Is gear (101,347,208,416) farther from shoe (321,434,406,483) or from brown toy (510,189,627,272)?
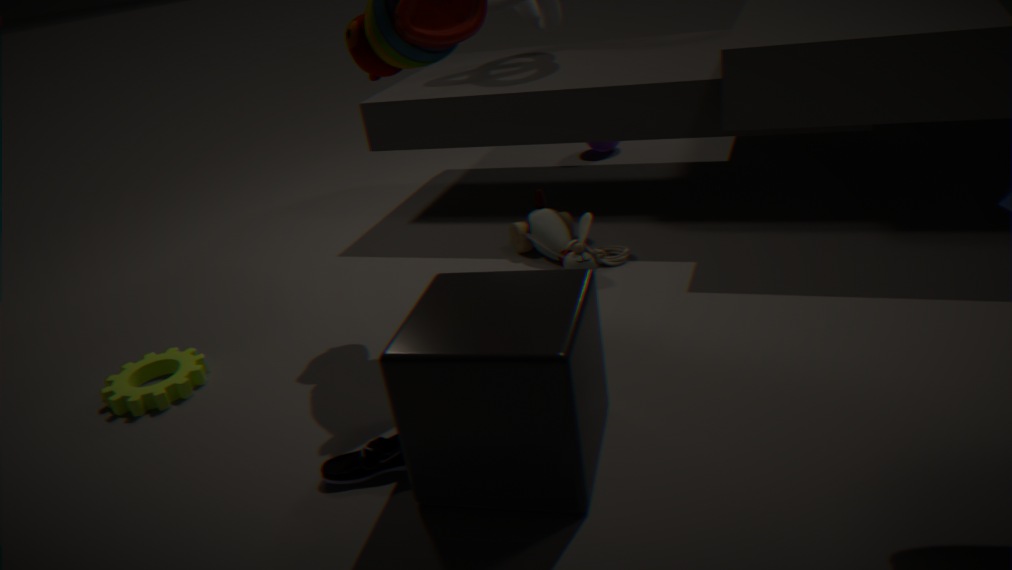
brown toy (510,189,627,272)
